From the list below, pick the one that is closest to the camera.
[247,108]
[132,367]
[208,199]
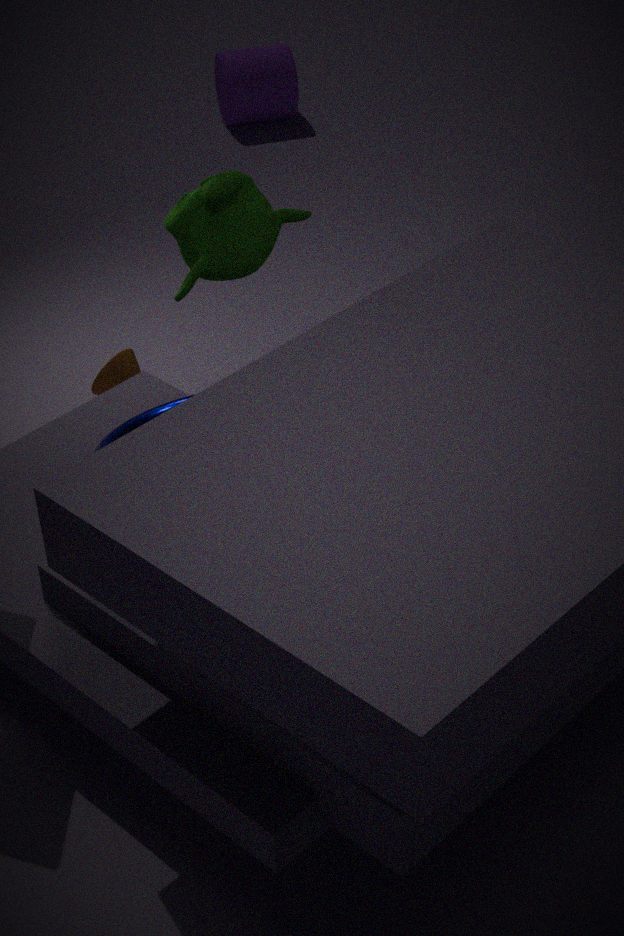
[208,199]
